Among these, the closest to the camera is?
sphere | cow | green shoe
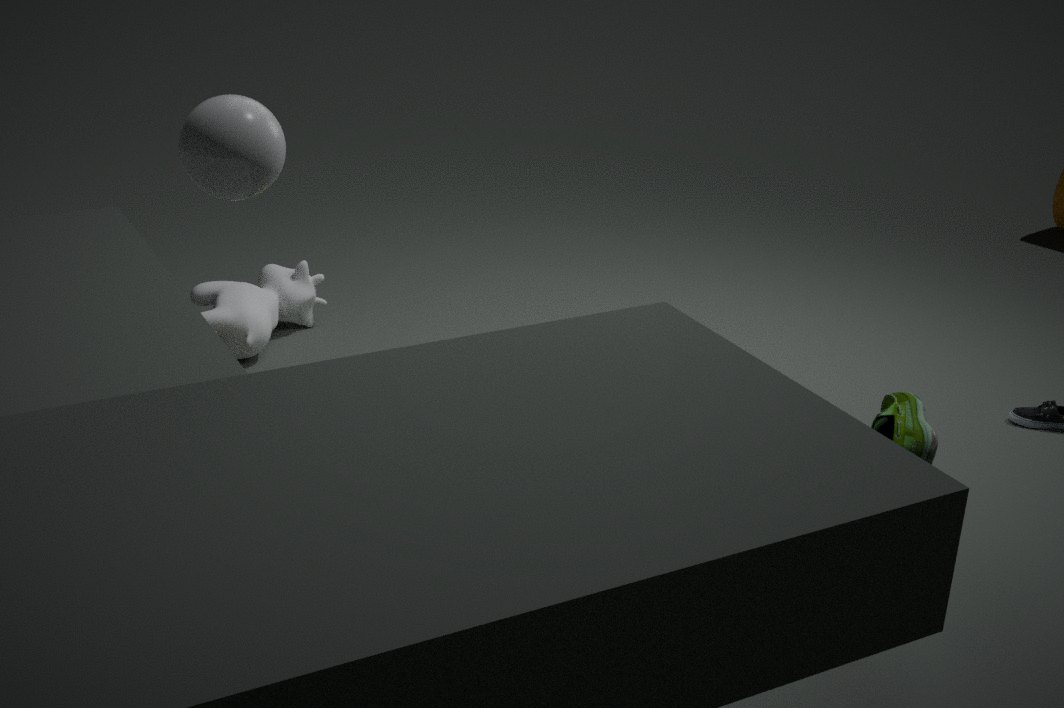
sphere
